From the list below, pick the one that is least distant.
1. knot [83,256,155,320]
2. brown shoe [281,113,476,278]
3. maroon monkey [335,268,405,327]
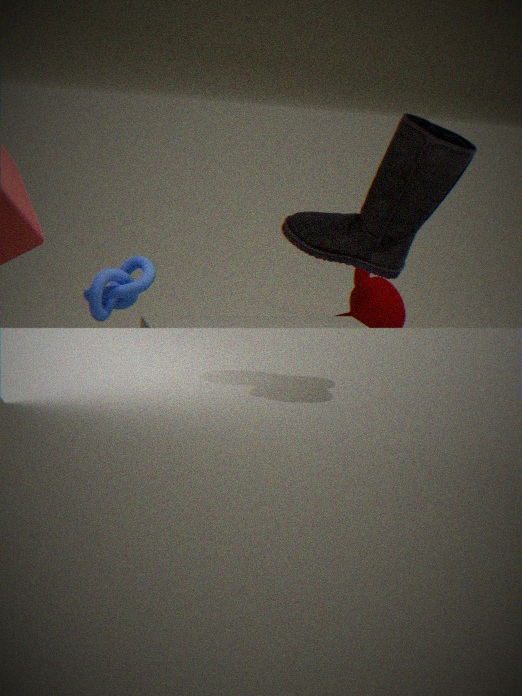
brown shoe [281,113,476,278]
